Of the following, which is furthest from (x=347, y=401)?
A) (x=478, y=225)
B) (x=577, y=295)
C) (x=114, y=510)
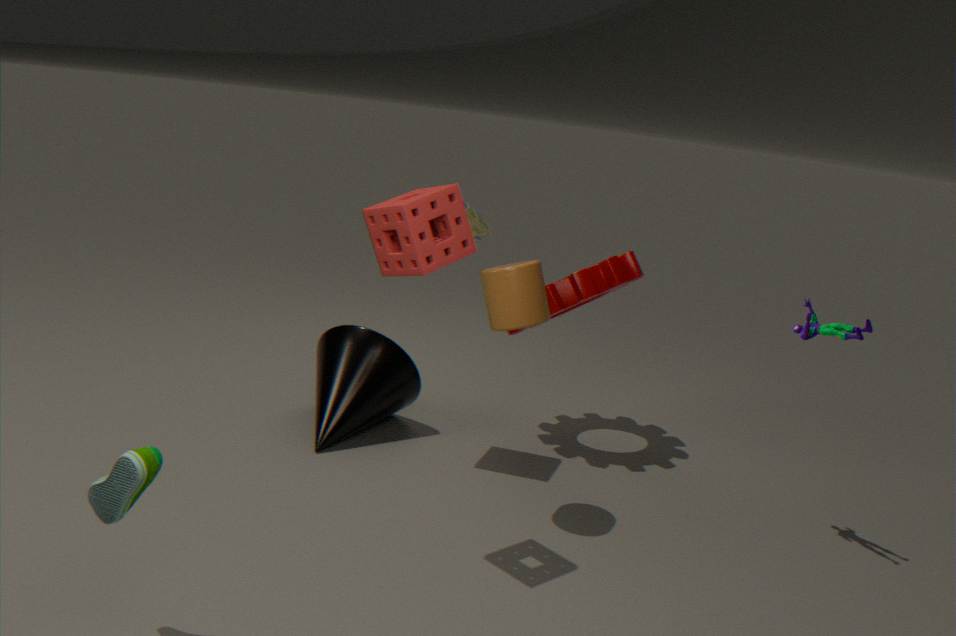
(x=114, y=510)
